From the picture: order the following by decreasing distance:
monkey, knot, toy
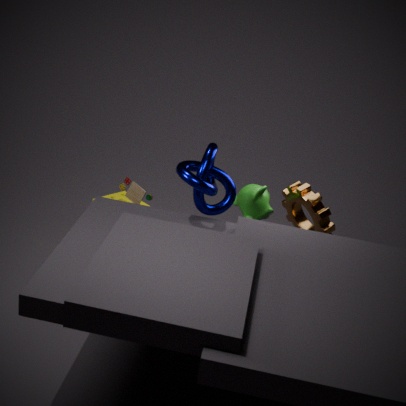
monkey → toy → knot
